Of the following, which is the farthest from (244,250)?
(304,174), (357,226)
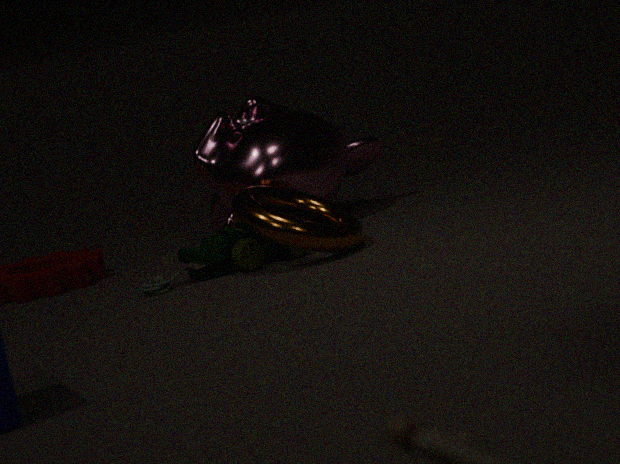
(304,174)
